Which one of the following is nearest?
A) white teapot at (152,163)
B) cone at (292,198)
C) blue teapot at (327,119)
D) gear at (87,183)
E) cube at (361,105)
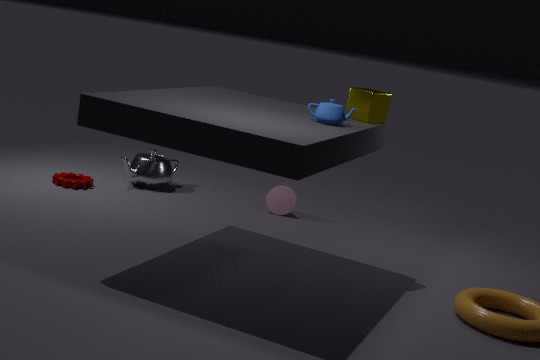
blue teapot at (327,119)
